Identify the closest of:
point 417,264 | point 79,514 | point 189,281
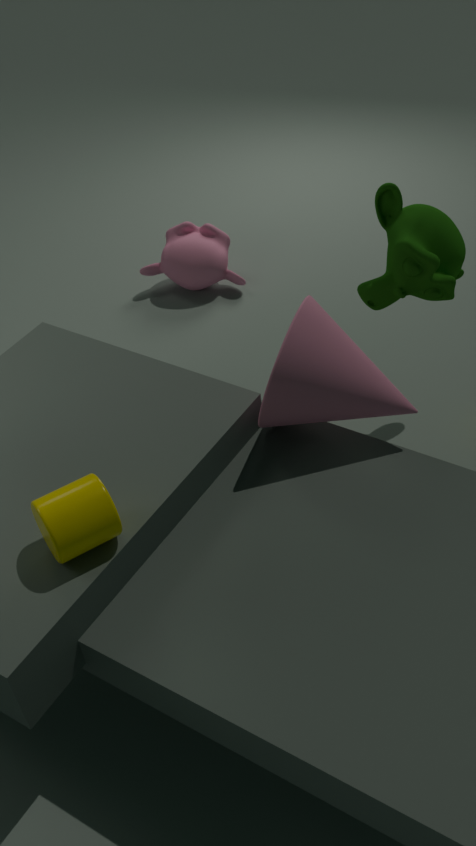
point 79,514
